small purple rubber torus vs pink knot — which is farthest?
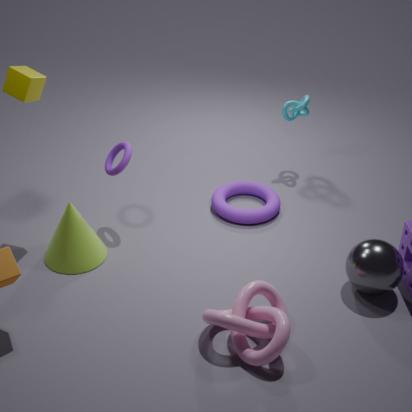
small purple rubber torus
